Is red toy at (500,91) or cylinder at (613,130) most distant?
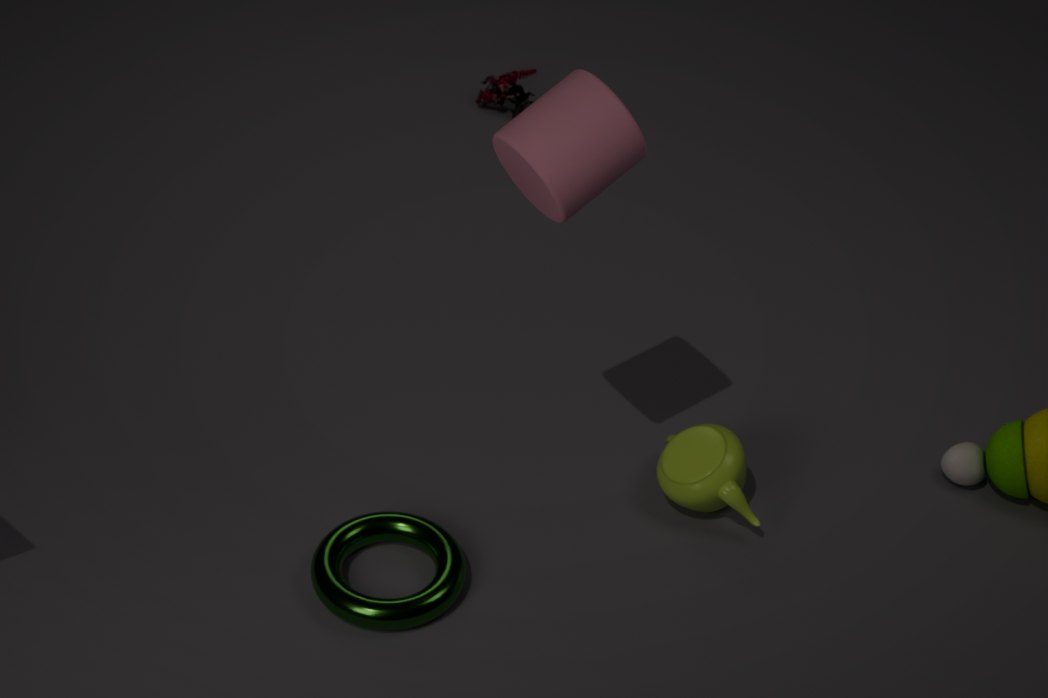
red toy at (500,91)
